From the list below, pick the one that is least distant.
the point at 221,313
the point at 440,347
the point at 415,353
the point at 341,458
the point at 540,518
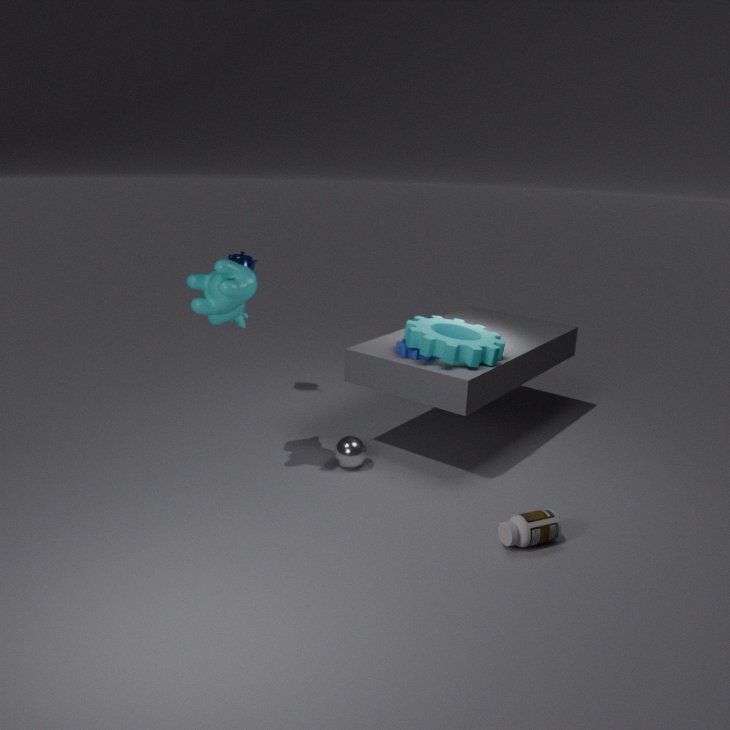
the point at 540,518
